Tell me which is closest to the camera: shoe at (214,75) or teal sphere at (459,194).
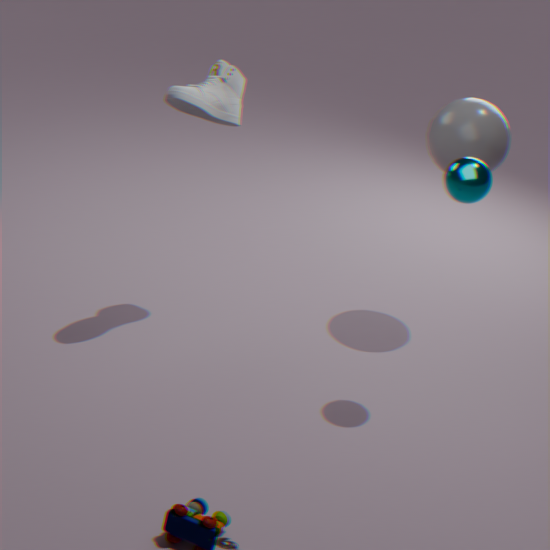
teal sphere at (459,194)
